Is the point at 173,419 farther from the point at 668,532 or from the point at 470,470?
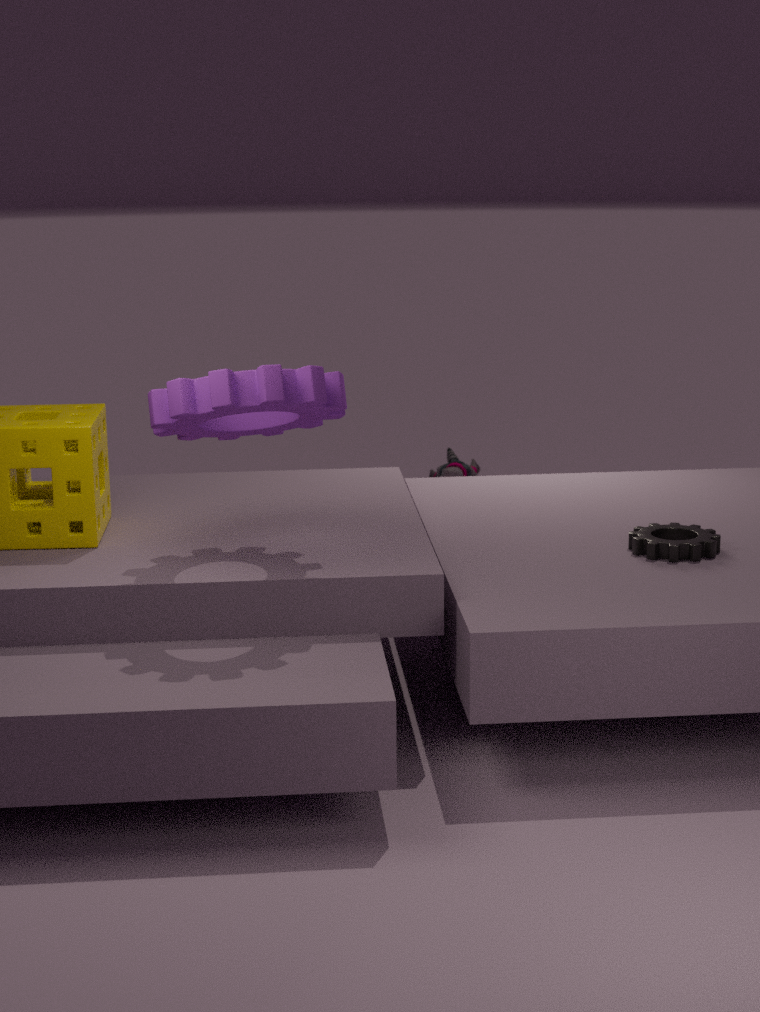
the point at 470,470
